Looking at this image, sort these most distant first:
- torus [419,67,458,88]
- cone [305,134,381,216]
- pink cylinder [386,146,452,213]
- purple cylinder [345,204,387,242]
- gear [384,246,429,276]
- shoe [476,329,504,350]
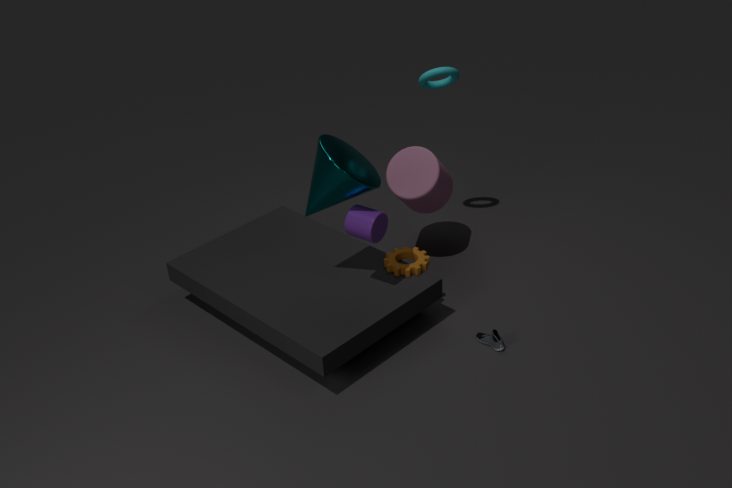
1. torus [419,67,458,88]
2. pink cylinder [386,146,452,213]
3. gear [384,246,429,276]
4. shoe [476,329,504,350]
5. purple cylinder [345,204,387,242]
6. cone [305,134,381,216]
